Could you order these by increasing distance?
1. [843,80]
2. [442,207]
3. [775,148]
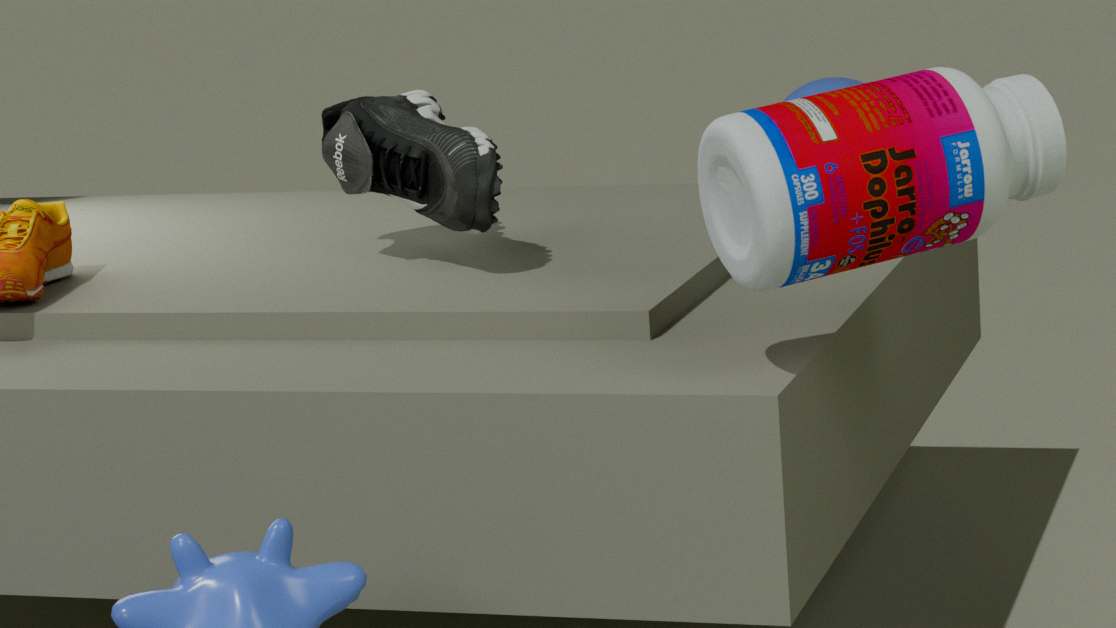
[775,148] < [442,207] < [843,80]
